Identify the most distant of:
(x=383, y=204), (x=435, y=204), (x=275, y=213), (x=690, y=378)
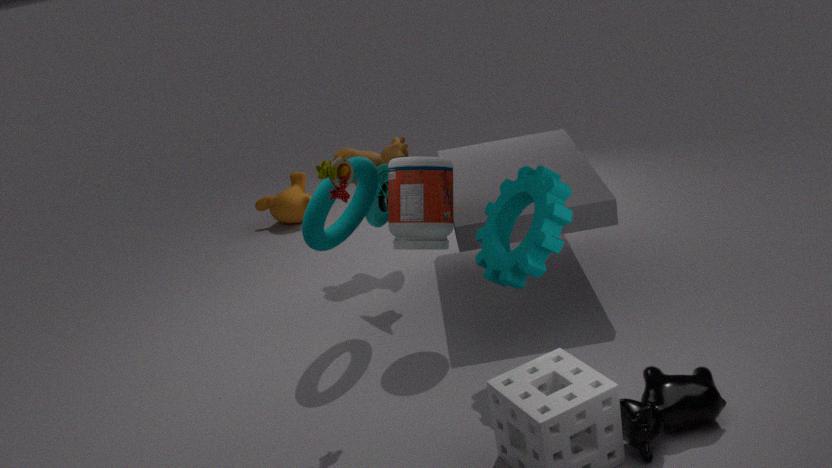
(x=275, y=213)
